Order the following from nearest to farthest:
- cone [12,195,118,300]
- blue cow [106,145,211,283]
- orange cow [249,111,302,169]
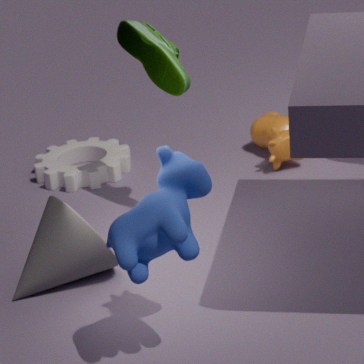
blue cow [106,145,211,283]
cone [12,195,118,300]
orange cow [249,111,302,169]
